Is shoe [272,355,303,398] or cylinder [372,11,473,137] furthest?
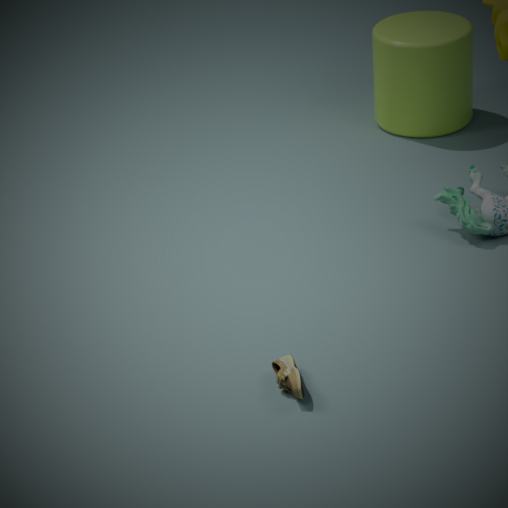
cylinder [372,11,473,137]
